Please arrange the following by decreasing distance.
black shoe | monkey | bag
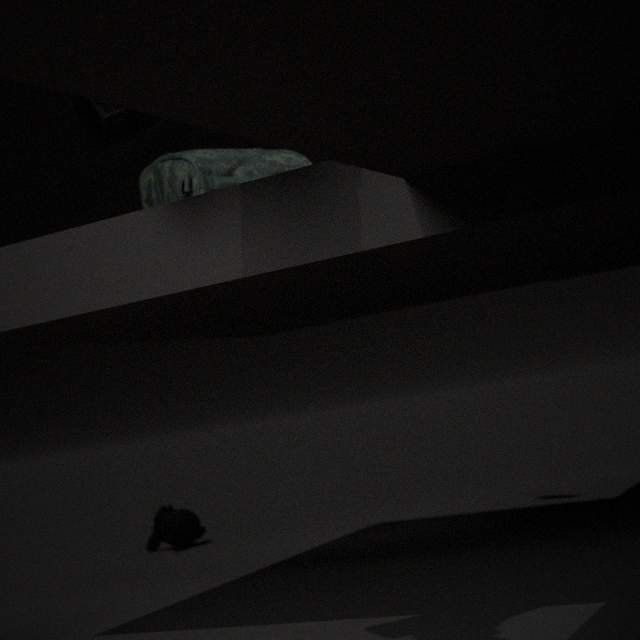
monkey
bag
black shoe
